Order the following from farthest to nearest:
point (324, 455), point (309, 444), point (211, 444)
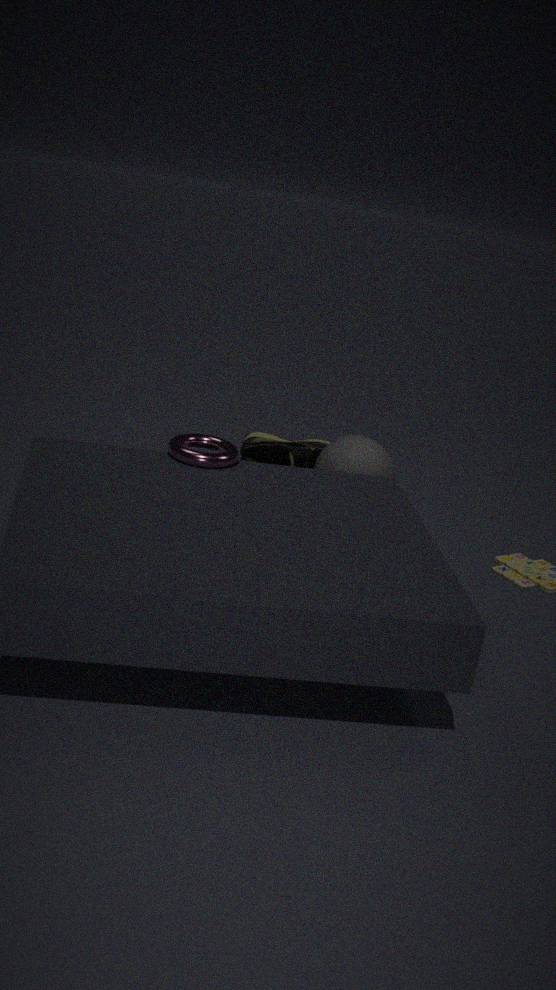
point (309, 444)
point (324, 455)
point (211, 444)
